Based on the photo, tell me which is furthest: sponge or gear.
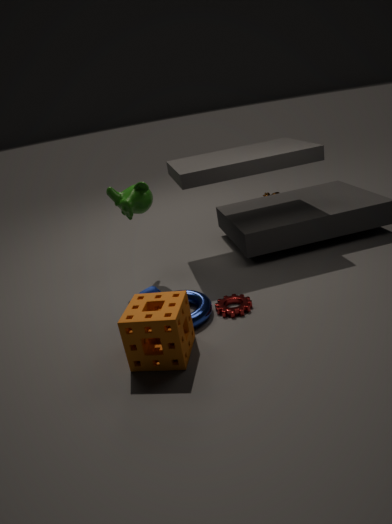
gear
